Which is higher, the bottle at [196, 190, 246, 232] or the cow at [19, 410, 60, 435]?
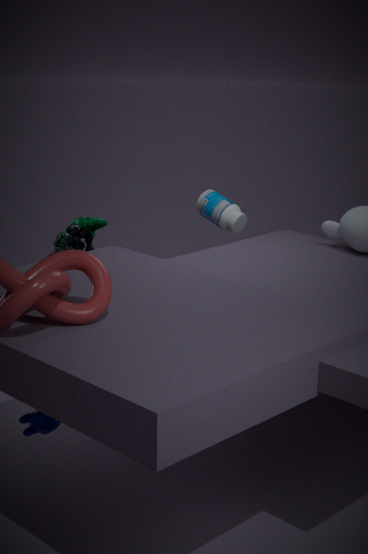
the bottle at [196, 190, 246, 232]
